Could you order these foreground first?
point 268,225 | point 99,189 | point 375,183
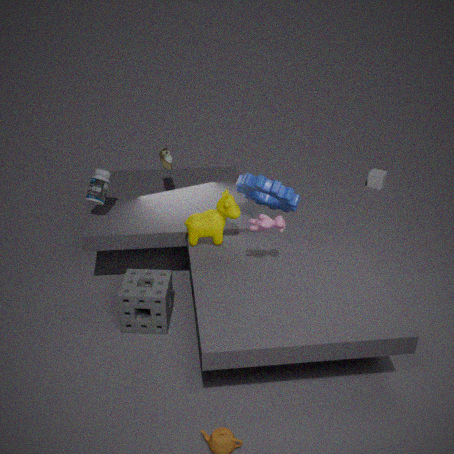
point 268,225, point 99,189, point 375,183
